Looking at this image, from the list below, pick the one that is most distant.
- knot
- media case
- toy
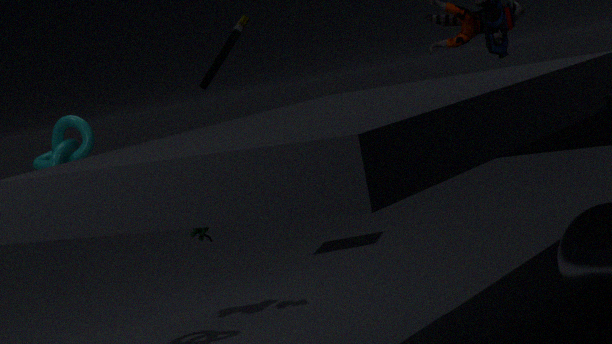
media case
